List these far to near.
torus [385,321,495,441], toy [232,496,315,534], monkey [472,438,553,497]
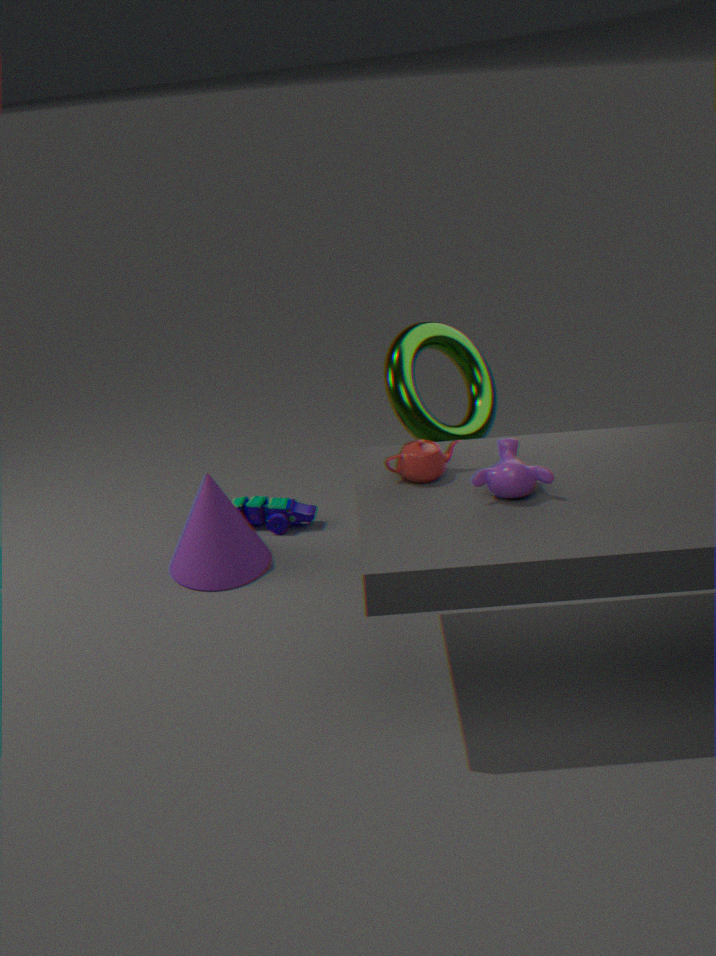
toy [232,496,315,534] < torus [385,321,495,441] < monkey [472,438,553,497]
